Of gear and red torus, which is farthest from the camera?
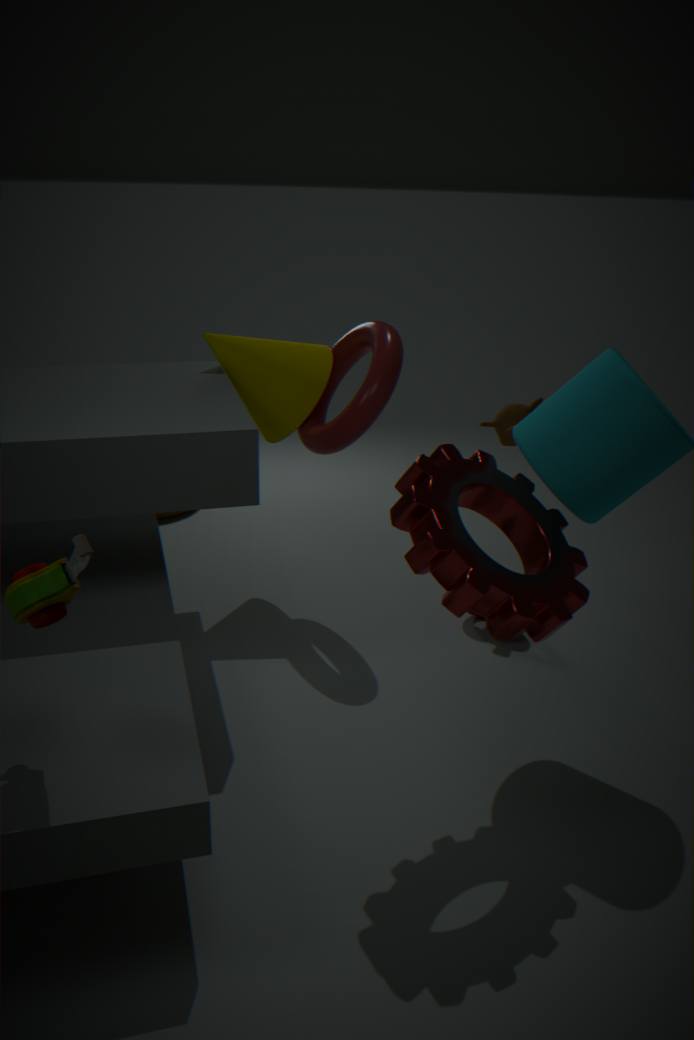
red torus
